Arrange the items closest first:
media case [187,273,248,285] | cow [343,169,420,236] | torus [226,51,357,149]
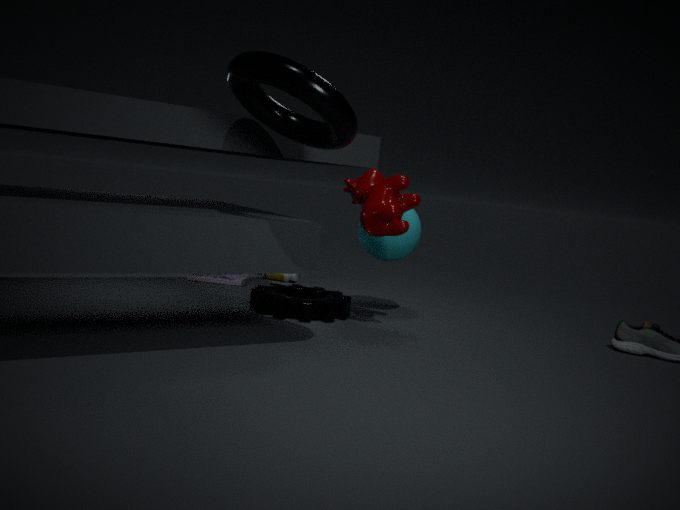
1. torus [226,51,357,149]
2. cow [343,169,420,236]
3. media case [187,273,248,285]
